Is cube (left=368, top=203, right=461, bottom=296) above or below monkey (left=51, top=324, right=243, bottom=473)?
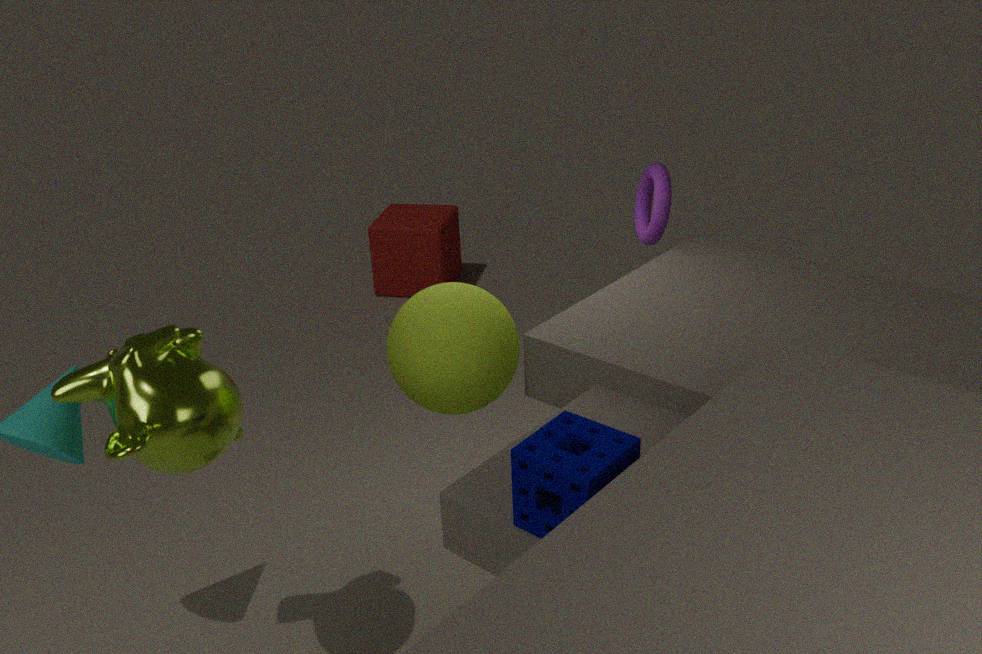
below
